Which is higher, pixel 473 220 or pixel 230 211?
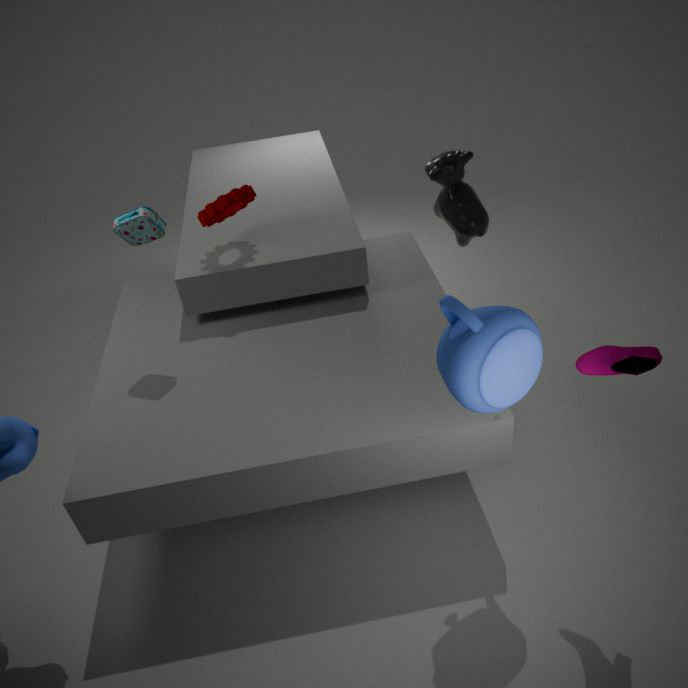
pixel 230 211
